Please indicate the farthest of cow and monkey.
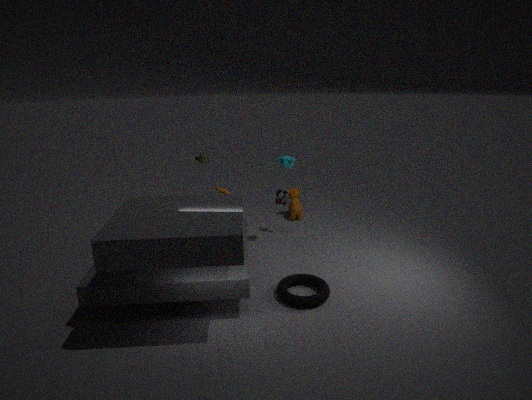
cow
